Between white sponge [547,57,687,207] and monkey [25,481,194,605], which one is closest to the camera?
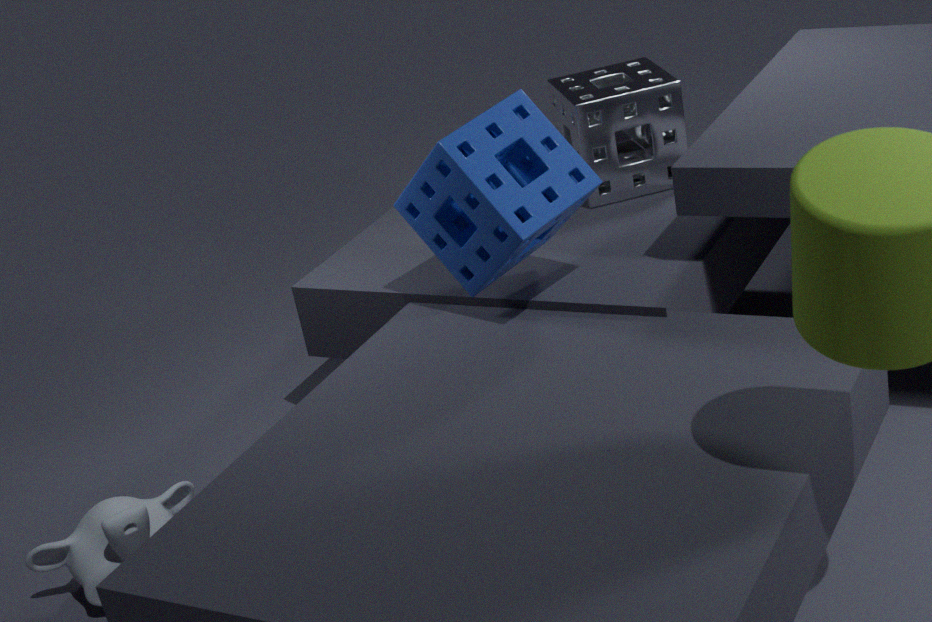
monkey [25,481,194,605]
